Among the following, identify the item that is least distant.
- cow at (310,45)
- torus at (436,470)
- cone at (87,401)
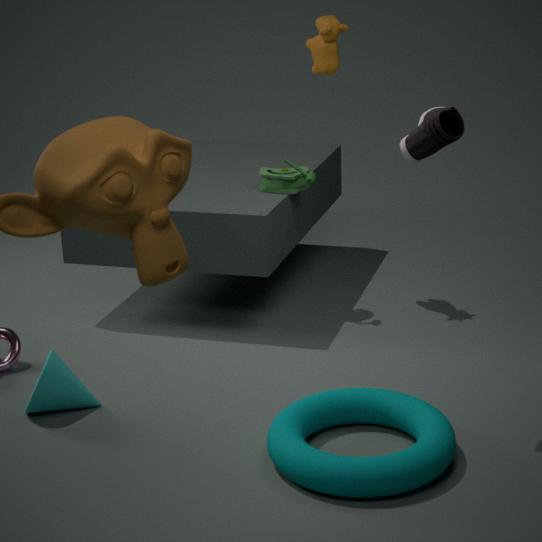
torus at (436,470)
